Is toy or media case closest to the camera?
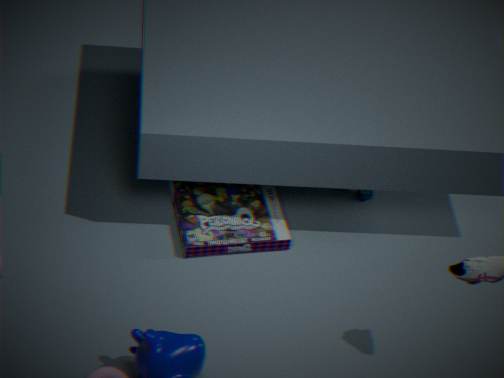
media case
